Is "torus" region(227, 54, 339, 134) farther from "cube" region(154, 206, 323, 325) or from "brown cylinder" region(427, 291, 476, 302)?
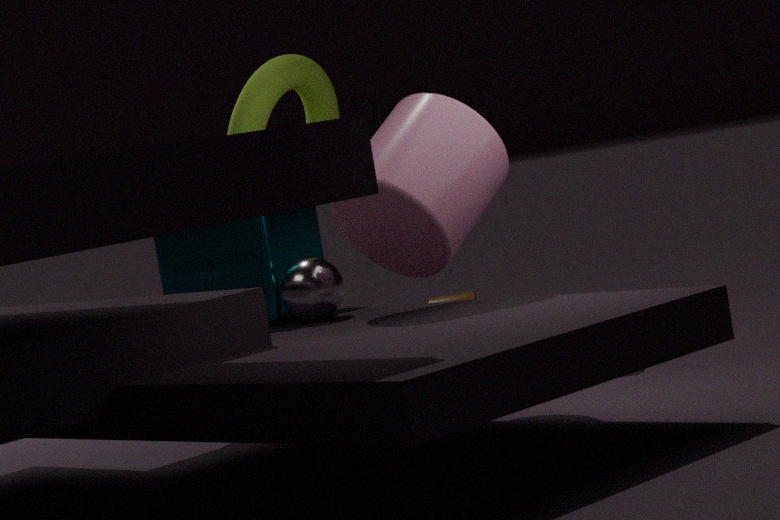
"brown cylinder" region(427, 291, 476, 302)
